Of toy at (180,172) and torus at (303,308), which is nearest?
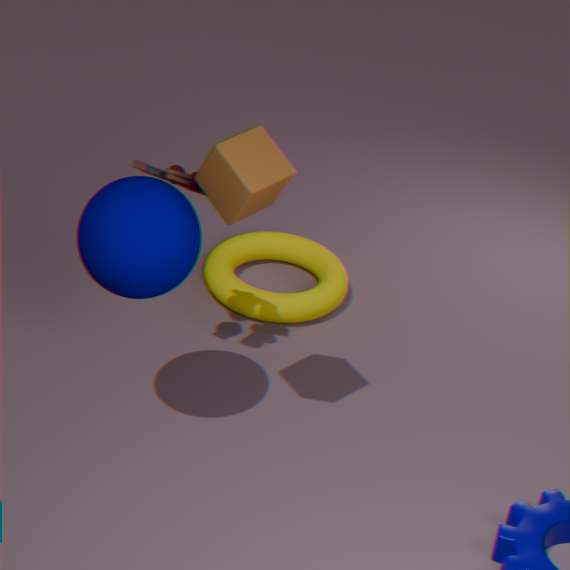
toy at (180,172)
